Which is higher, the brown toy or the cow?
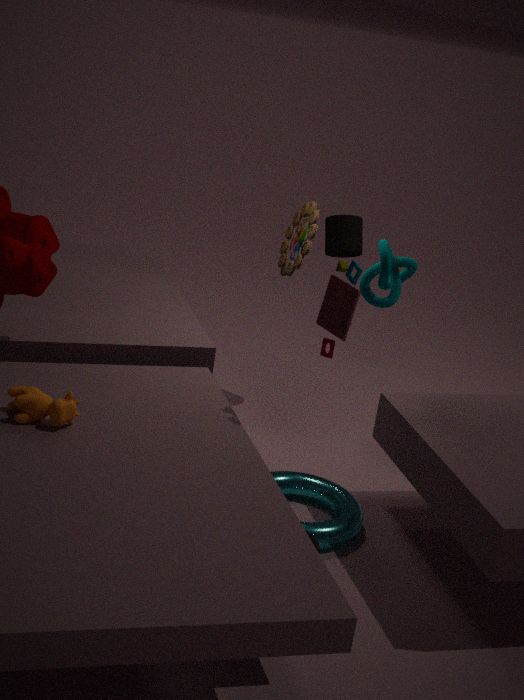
the brown toy
